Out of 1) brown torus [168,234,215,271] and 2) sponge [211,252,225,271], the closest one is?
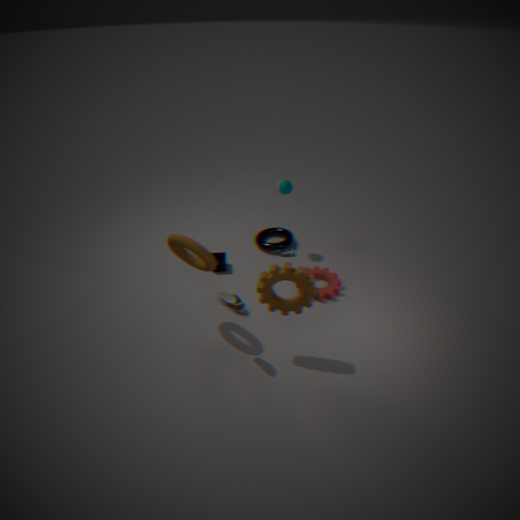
1. brown torus [168,234,215,271]
